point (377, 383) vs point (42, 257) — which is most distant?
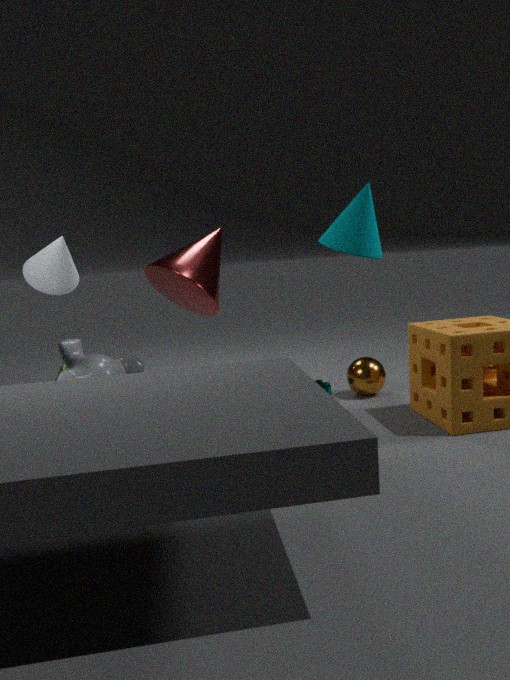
point (377, 383)
